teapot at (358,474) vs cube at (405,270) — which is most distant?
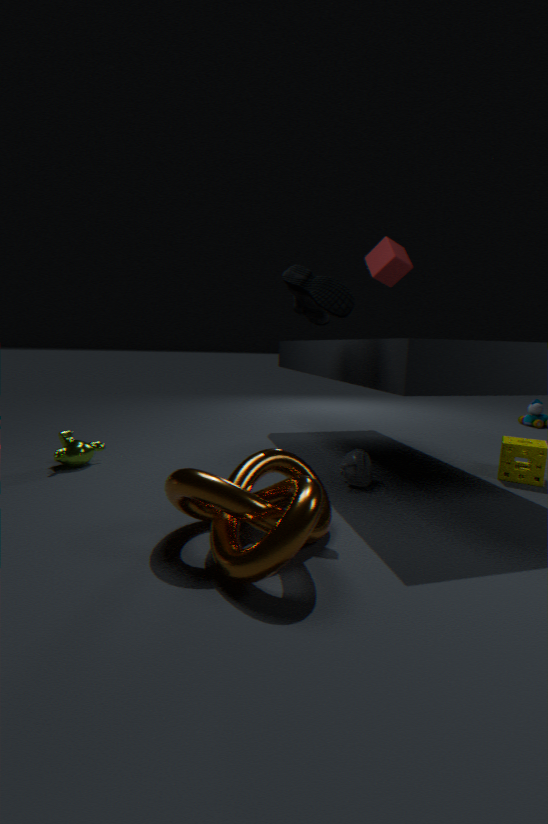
cube at (405,270)
